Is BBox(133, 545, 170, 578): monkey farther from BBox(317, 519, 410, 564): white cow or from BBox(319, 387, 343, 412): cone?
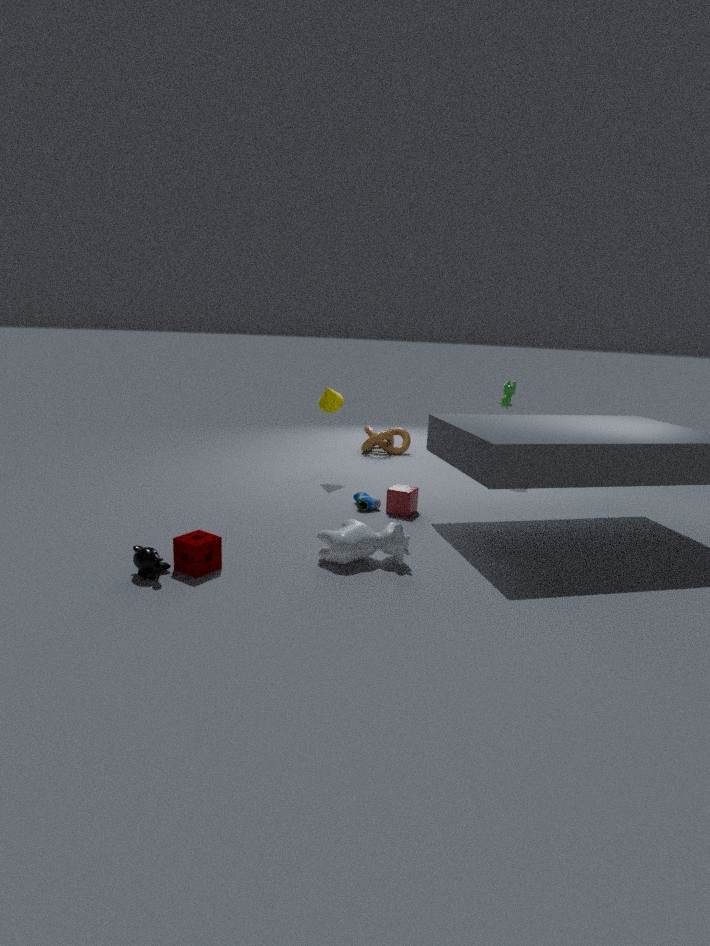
BBox(319, 387, 343, 412): cone
